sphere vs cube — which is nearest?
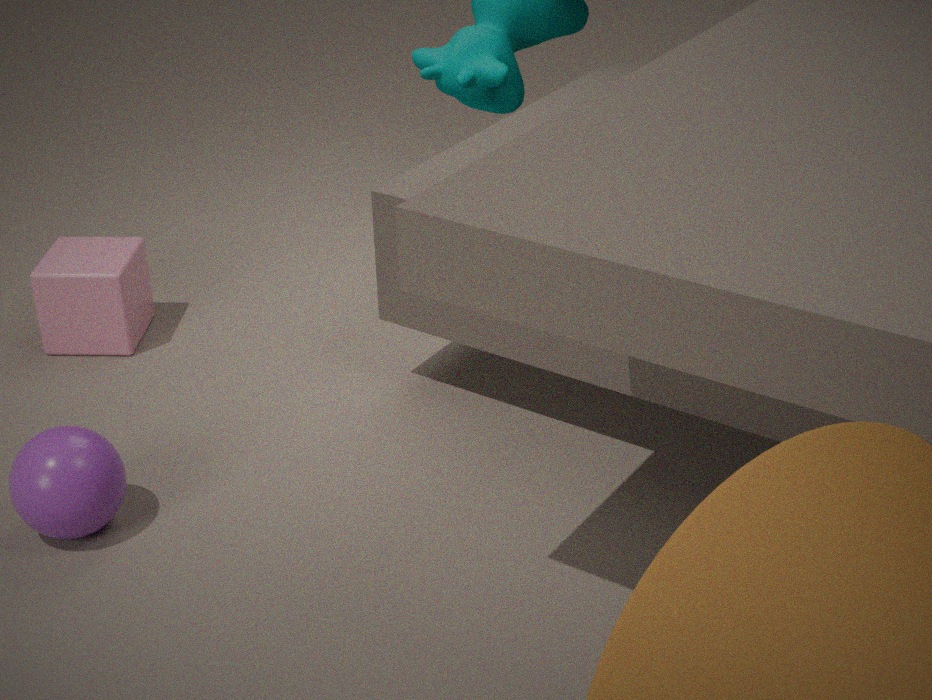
sphere
